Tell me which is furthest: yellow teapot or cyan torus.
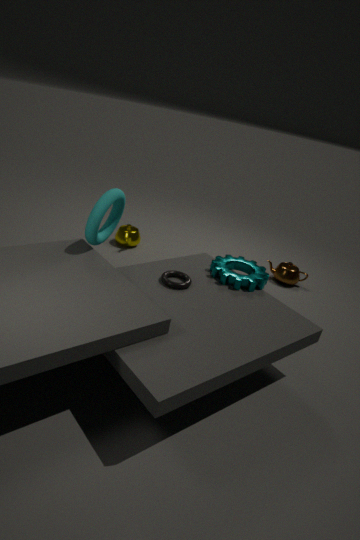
yellow teapot
